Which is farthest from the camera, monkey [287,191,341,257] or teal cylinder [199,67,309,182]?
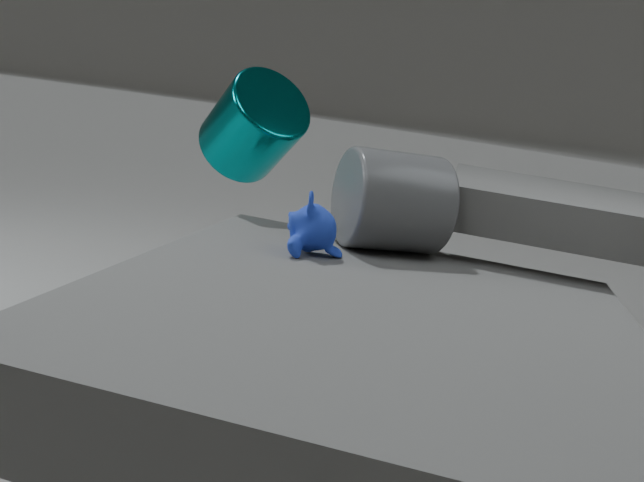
teal cylinder [199,67,309,182]
